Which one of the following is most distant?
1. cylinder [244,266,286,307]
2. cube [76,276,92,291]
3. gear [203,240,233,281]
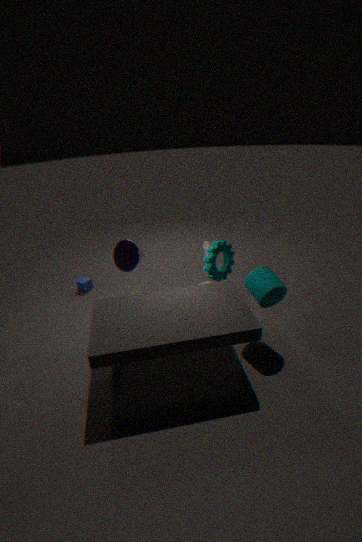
cube [76,276,92,291]
